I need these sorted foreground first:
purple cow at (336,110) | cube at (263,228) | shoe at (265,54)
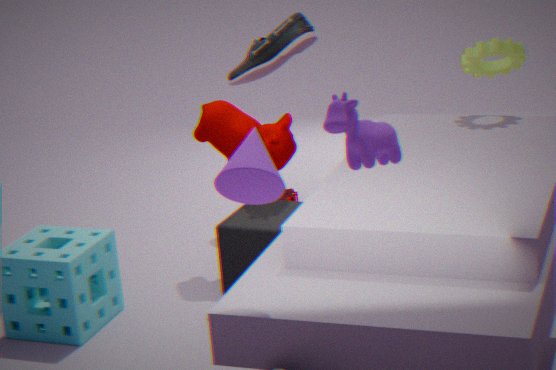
purple cow at (336,110), cube at (263,228), shoe at (265,54)
